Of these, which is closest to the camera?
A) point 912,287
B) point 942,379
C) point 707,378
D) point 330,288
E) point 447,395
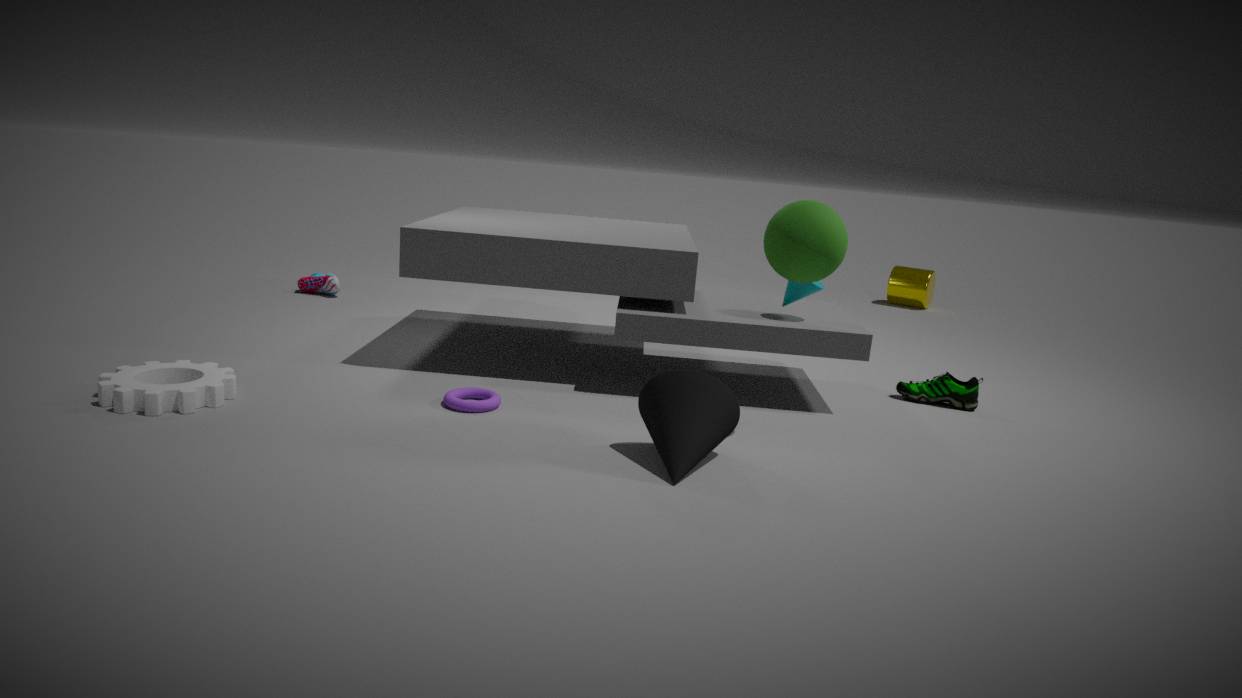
C. point 707,378
